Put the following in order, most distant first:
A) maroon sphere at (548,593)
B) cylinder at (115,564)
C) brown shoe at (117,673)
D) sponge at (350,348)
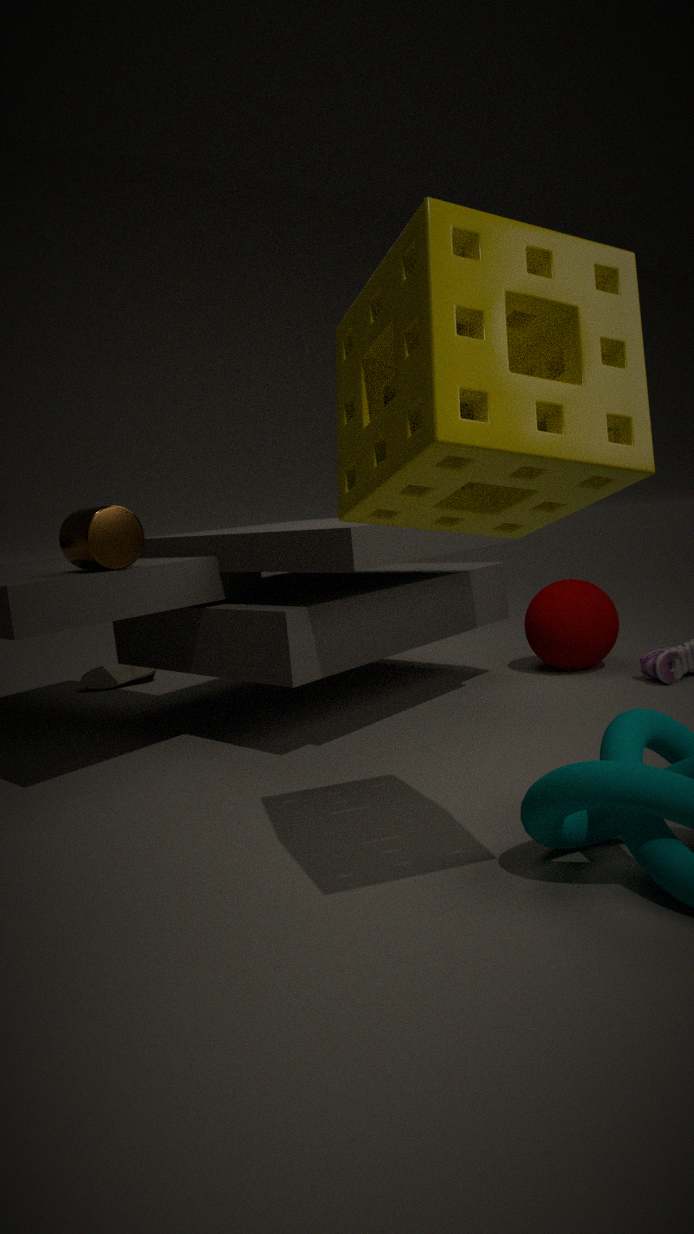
brown shoe at (117,673) < maroon sphere at (548,593) < cylinder at (115,564) < sponge at (350,348)
